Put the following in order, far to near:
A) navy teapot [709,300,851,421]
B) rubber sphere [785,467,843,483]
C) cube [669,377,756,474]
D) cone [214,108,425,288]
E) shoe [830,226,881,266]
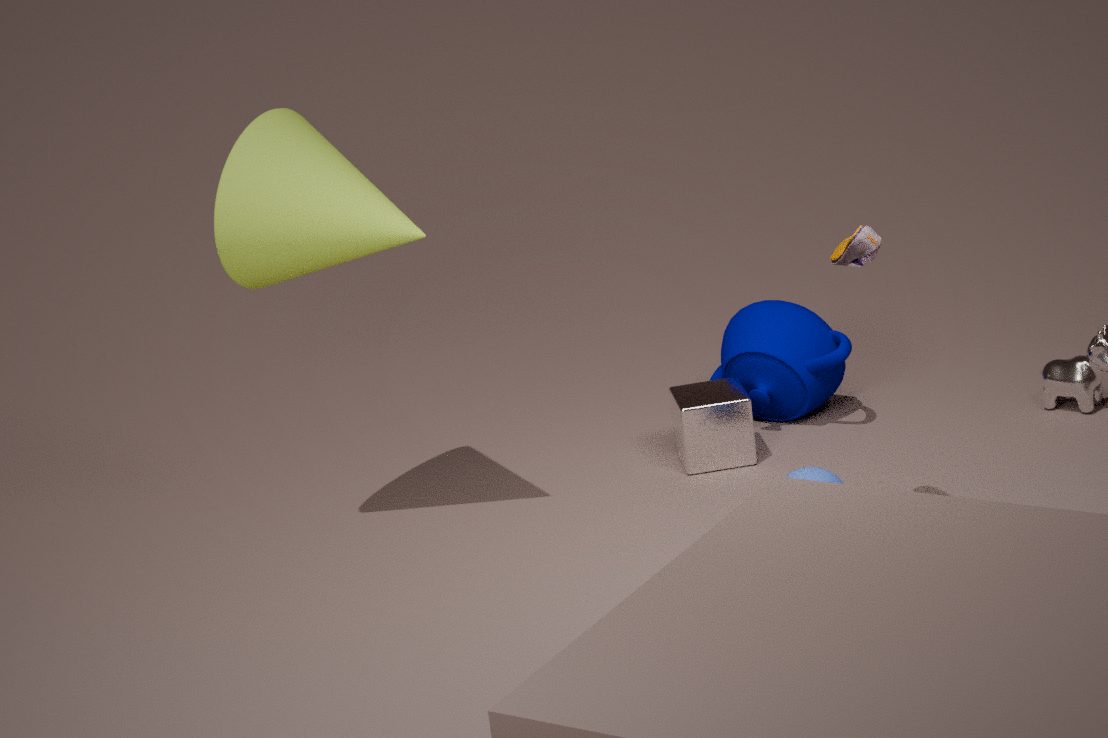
navy teapot [709,300,851,421] → cube [669,377,756,474] → cone [214,108,425,288] → rubber sphere [785,467,843,483] → shoe [830,226,881,266]
